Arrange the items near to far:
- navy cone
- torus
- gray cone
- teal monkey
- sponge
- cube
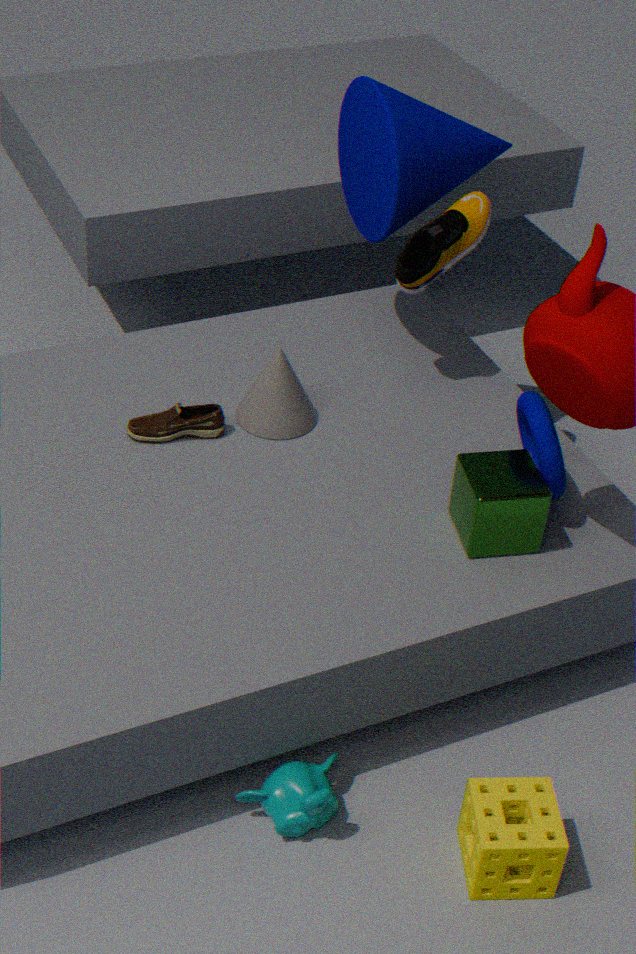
sponge → teal monkey → cube → torus → navy cone → gray cone
